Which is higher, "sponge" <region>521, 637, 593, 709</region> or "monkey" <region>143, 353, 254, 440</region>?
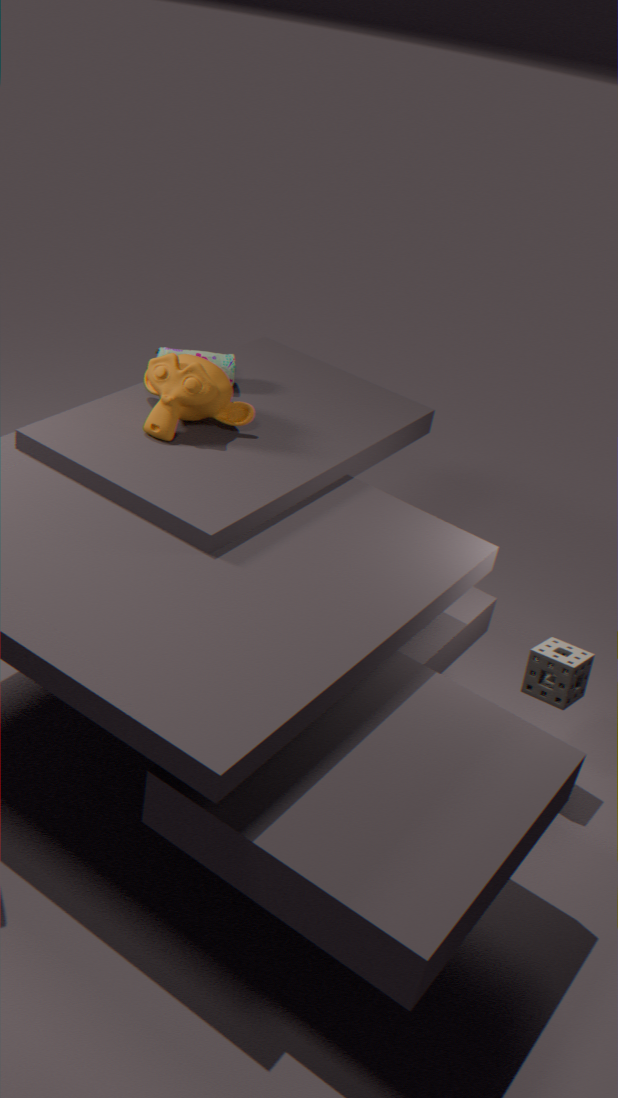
"monkey" <region>143, 353, 254, 440</region>
